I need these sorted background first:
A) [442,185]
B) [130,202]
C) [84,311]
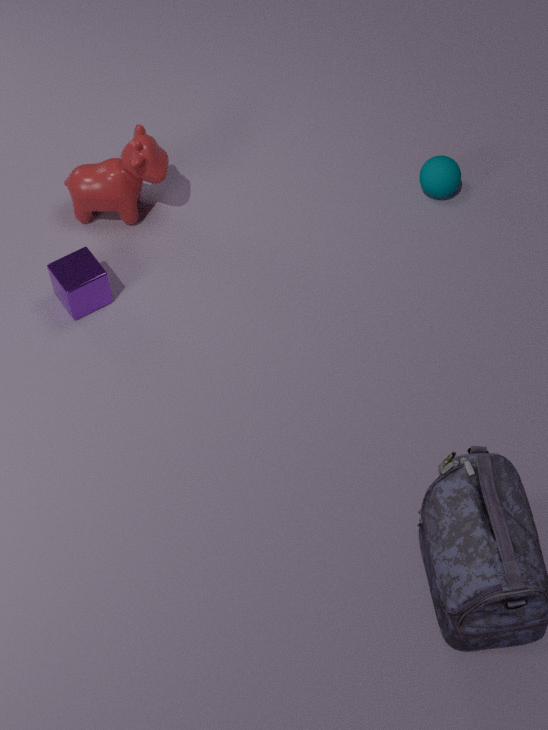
[442,185] < [130,202] < [84,311]
